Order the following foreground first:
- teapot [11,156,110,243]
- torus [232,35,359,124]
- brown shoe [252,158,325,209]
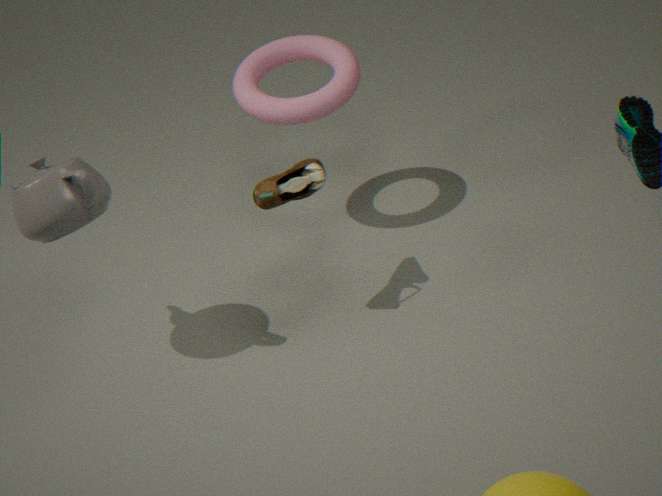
teapot [11,156,110,243] → brown shoe [252,158,325,209] → torus [232,35,359,124]
